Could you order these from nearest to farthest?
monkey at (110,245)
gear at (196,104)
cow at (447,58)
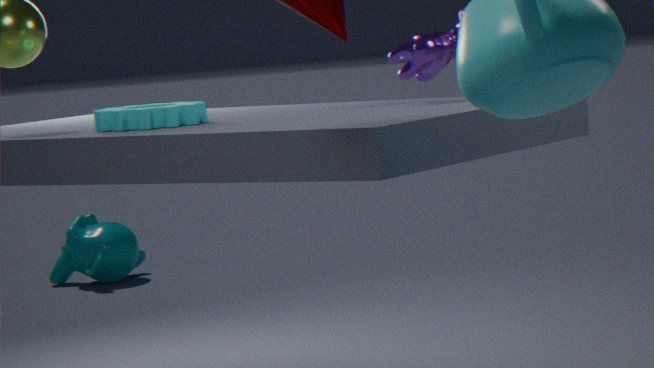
gear at (196,104) → cow at (447,58) → monkey at (110,245)
